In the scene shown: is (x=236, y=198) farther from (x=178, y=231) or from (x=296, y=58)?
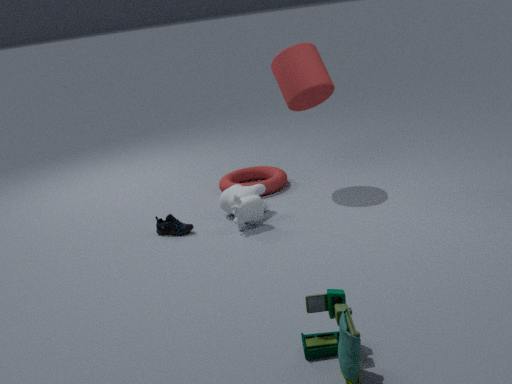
(x=296, y=58)
